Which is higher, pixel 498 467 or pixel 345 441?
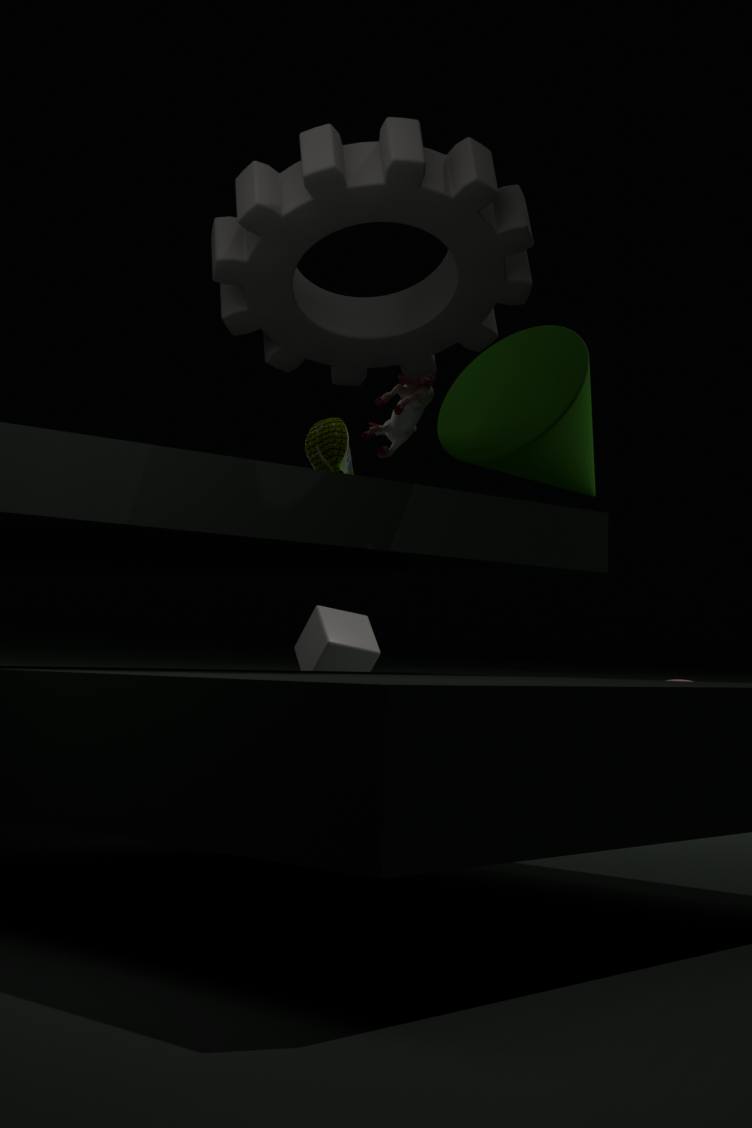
pixel 498 467
